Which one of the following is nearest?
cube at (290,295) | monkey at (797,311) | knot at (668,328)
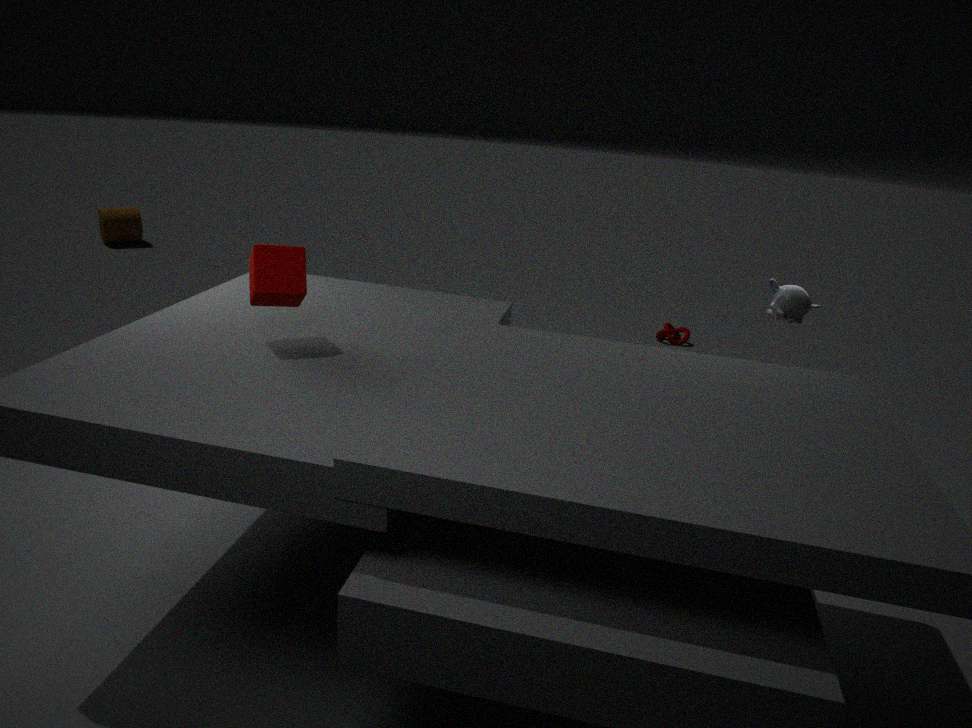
cube at (290,295)
